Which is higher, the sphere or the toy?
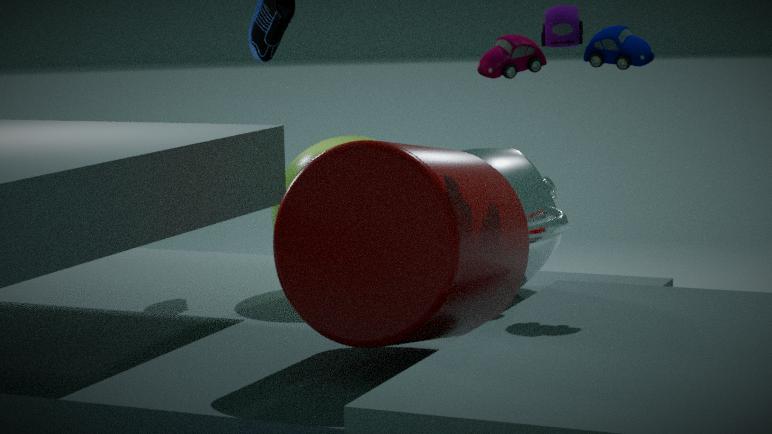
the toy
